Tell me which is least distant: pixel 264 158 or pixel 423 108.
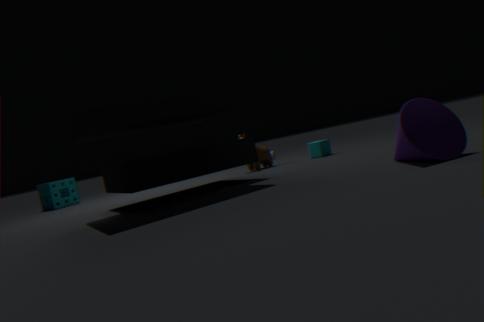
pixel 423 108
